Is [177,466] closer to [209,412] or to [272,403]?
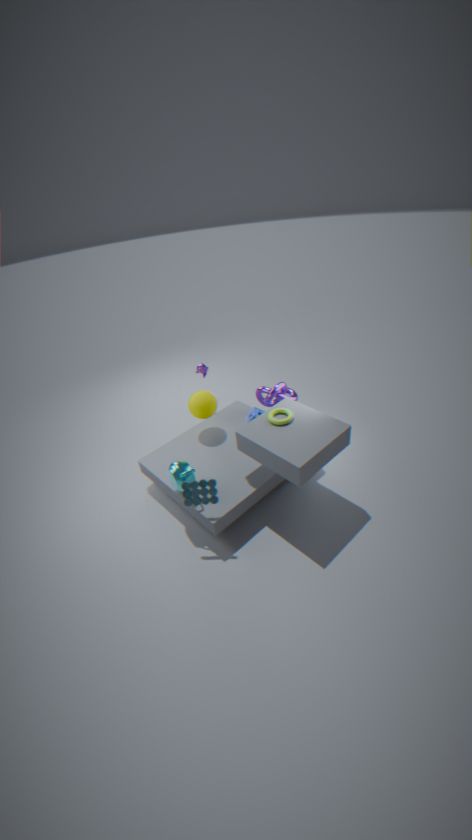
[209,412]
